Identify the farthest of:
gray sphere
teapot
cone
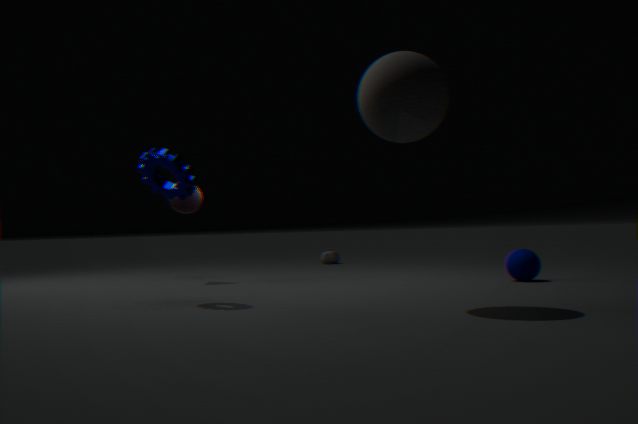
teapot
